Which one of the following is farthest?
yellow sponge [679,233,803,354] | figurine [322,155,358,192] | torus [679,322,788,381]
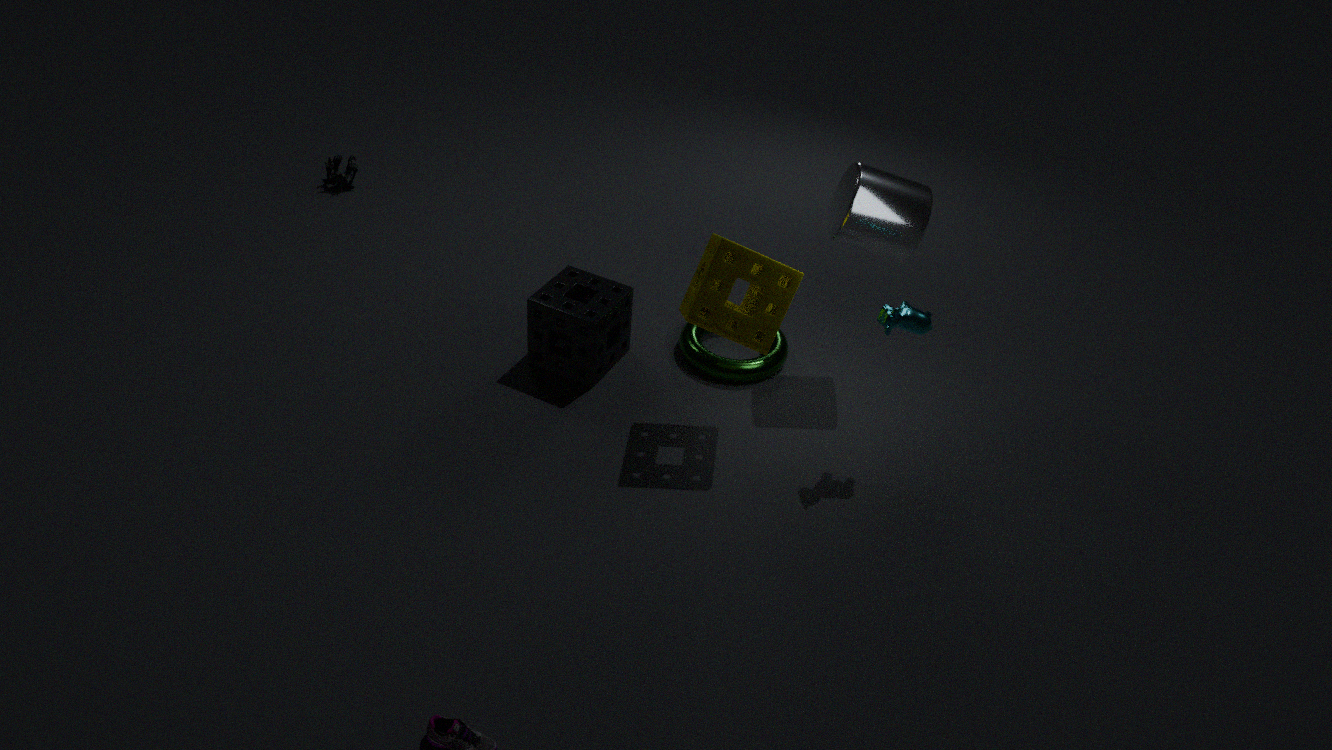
figurine [322,155,358,192]
